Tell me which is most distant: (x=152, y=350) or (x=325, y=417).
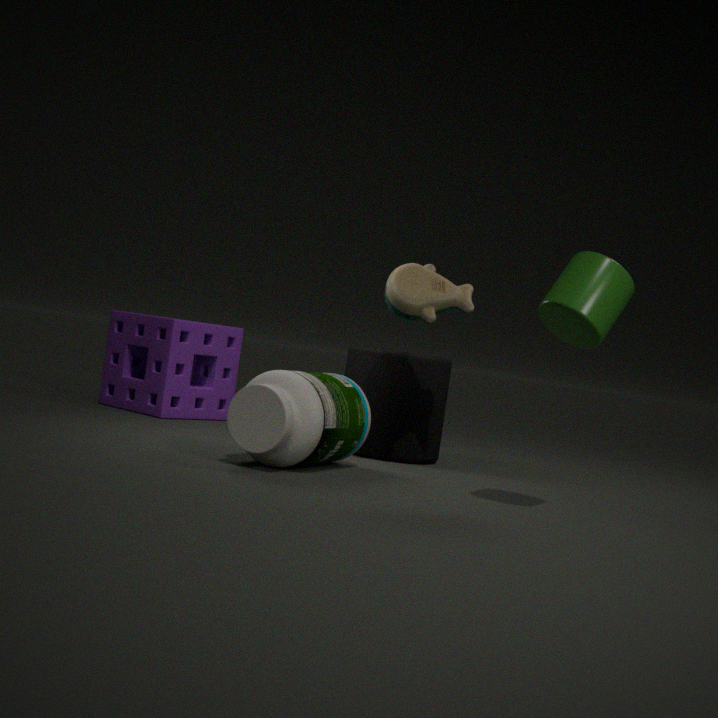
(x=152, y=350)
